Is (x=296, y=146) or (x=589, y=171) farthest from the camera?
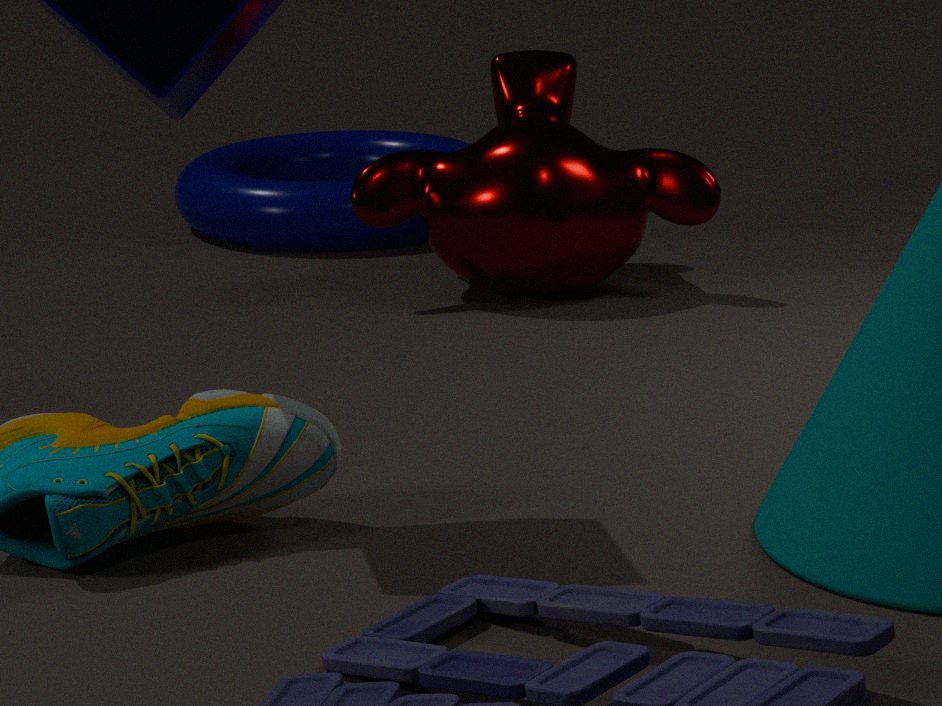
(x=296, y=146)
